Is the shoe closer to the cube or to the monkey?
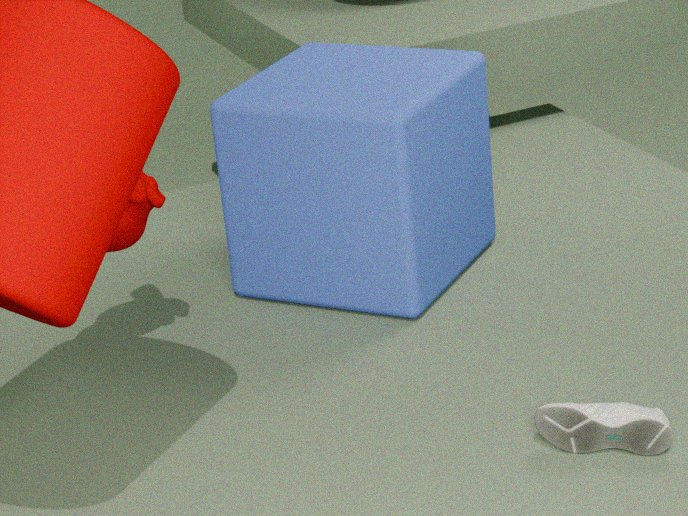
the cube
